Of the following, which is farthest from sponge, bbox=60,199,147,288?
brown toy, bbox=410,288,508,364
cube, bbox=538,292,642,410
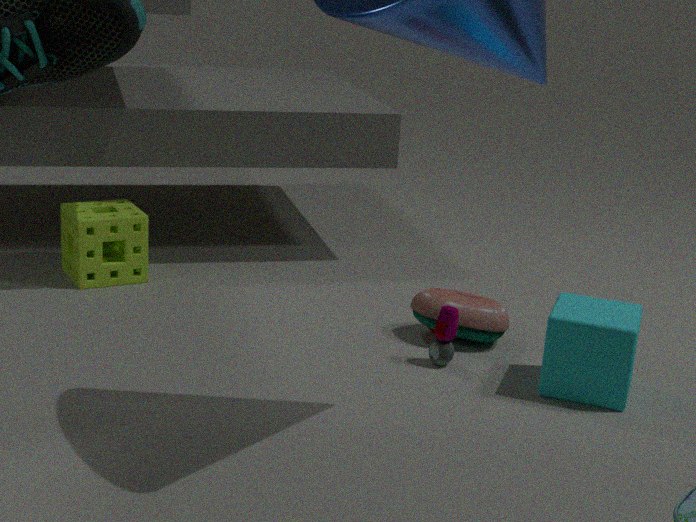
cube, bbox=538,292,642,410
